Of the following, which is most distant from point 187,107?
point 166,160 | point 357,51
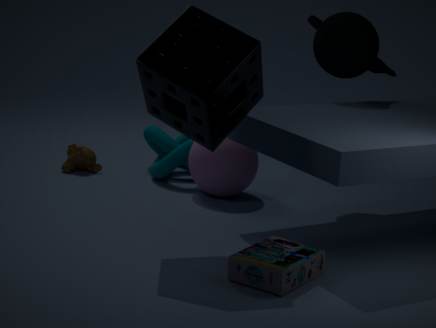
point 166,160
